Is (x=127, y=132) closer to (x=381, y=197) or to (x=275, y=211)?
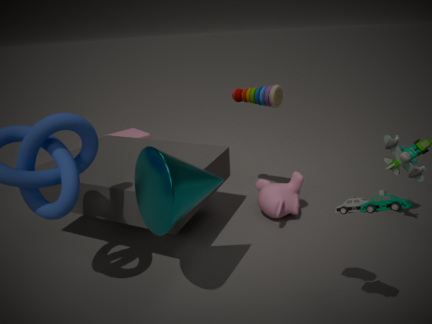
(x=275, y=211)
